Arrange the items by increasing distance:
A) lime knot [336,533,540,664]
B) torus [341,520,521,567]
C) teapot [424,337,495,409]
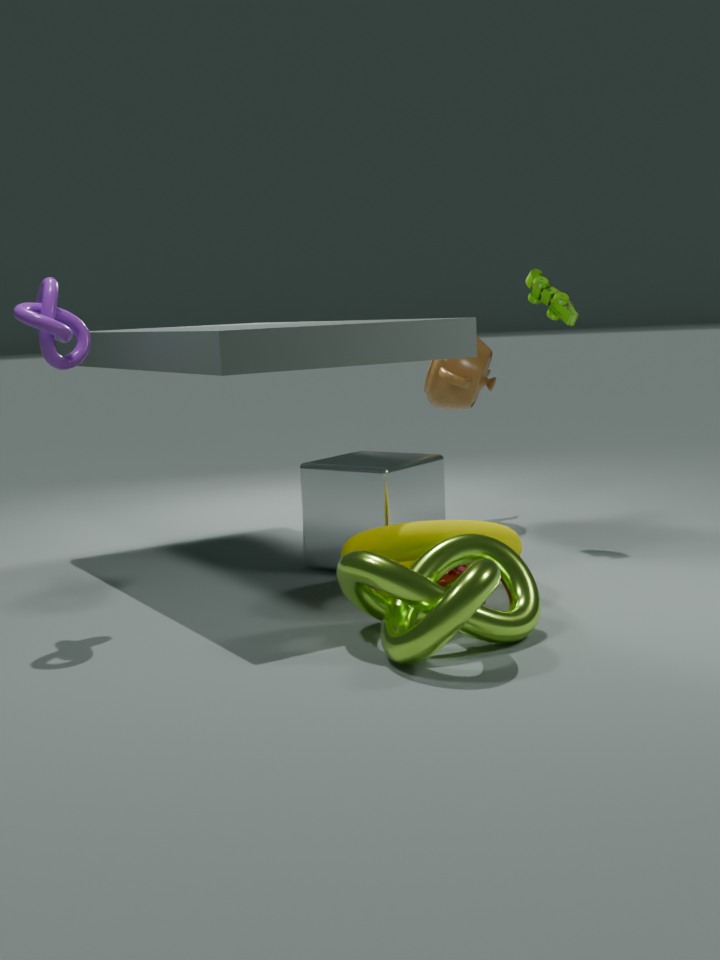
lime knot [336,533,540,664], torus [341,520,521,567], teapot [424,337,495,409]
